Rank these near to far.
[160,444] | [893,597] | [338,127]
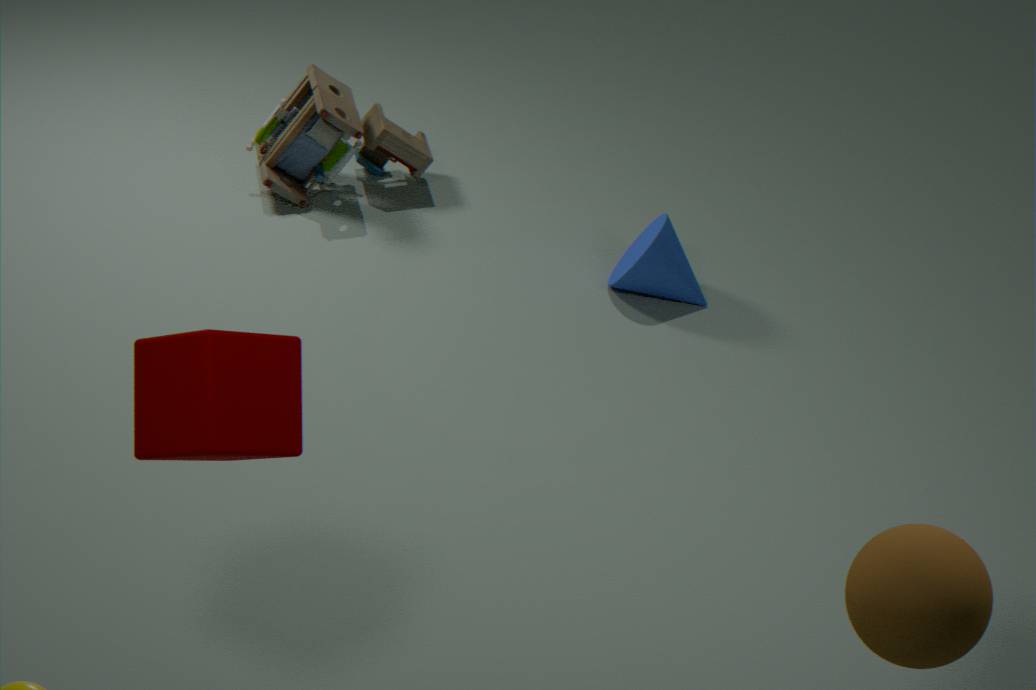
[893,597], [160,444], [338,127]
